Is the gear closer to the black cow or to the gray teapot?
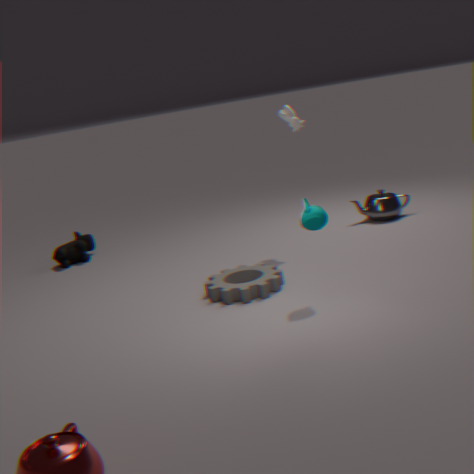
the gray teapot
